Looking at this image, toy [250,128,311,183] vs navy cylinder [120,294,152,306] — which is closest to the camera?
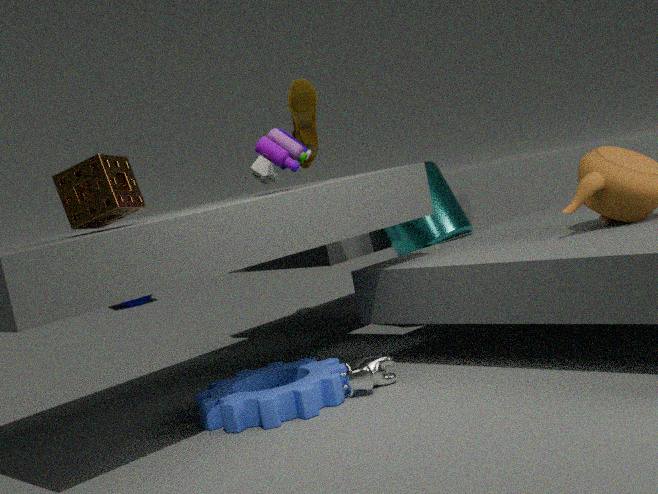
toy [250,128,311,183]
